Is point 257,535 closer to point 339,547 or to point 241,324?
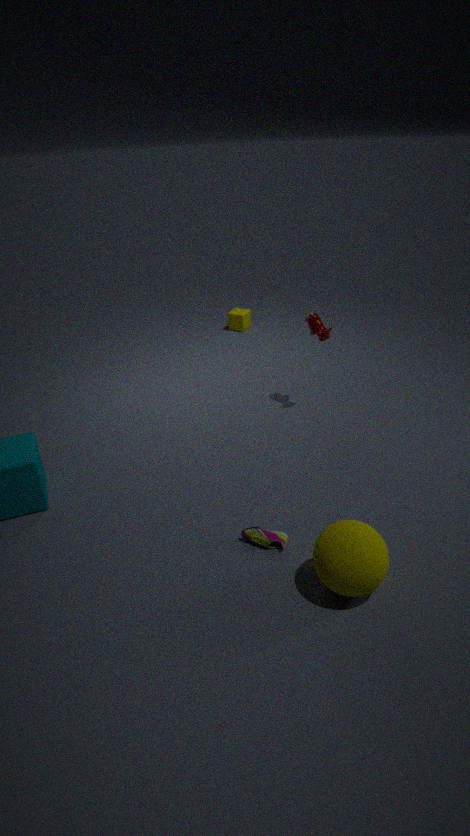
point 339,547
